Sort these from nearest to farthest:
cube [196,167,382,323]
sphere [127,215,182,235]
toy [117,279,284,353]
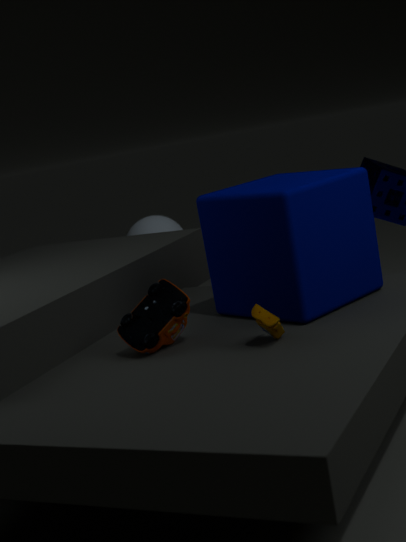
toy [117,279,284,353] < cube [196,167,382,323] < sphere [127,215,182,235]
